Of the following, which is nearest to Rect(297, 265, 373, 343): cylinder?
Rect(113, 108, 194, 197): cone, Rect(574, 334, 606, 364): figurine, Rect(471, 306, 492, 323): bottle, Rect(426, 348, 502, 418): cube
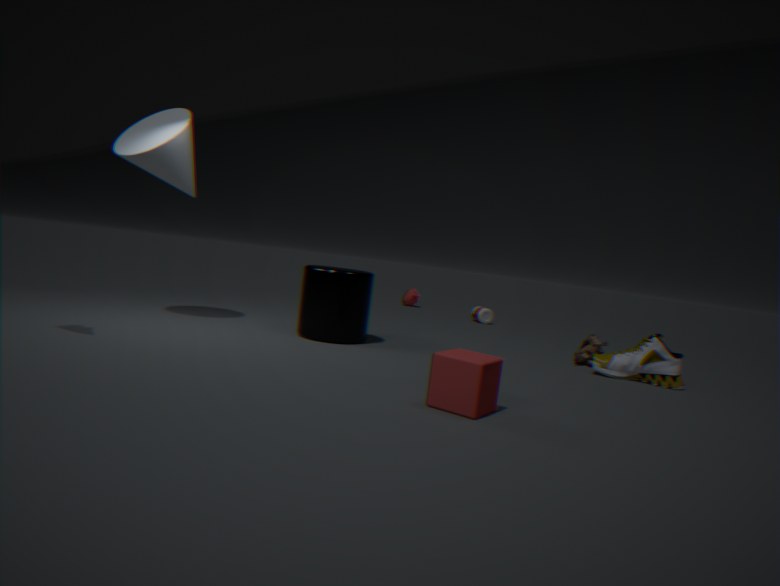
Rect(113, 108, 194, 197): cone
